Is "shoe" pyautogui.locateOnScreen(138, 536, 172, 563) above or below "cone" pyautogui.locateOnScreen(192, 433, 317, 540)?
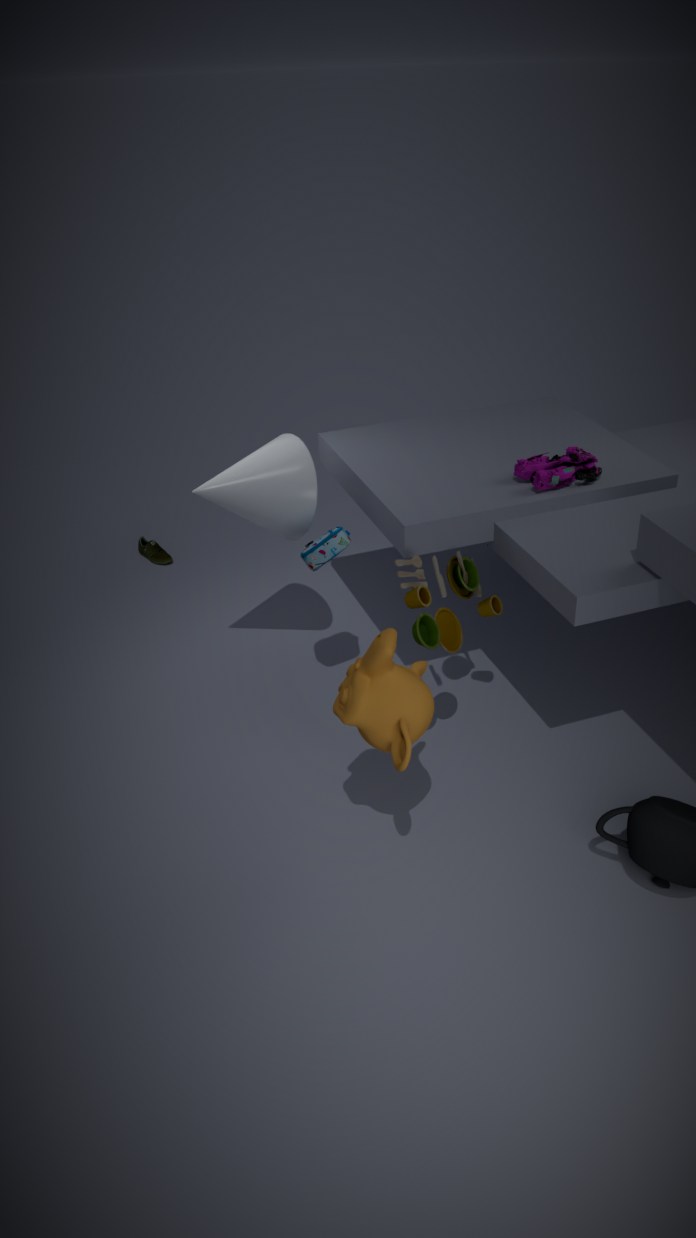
below
